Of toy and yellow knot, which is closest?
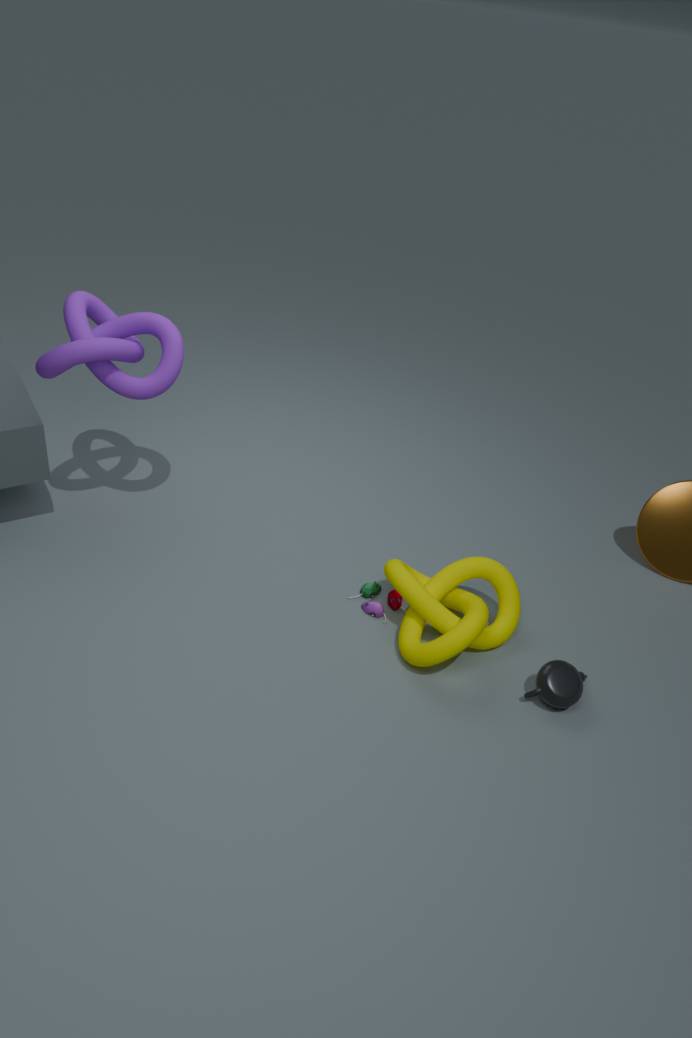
yellow knot
